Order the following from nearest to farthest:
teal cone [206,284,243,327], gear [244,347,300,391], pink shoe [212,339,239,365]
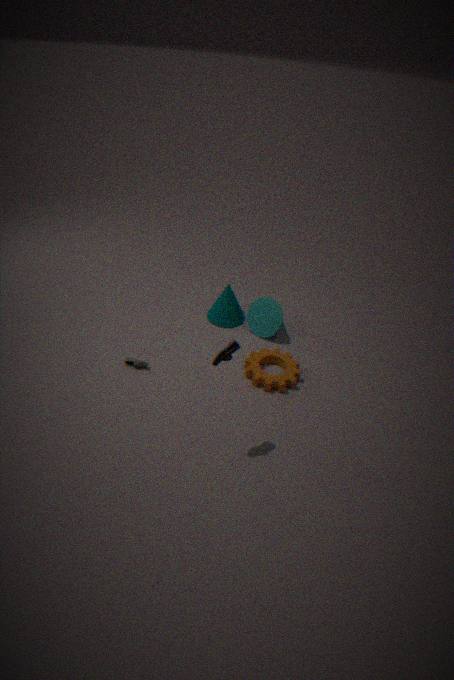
pink shoe [212,339,239,365] < gear [244,347,300,391] < teal cone [206,284,243,327]
